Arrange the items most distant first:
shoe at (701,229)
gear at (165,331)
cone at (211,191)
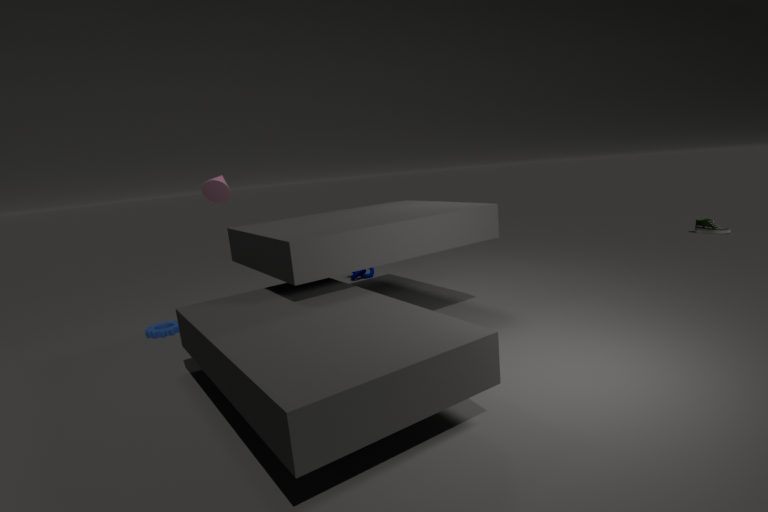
shoe at (701,229) → gear at (165,331) → cone at (211,191)
